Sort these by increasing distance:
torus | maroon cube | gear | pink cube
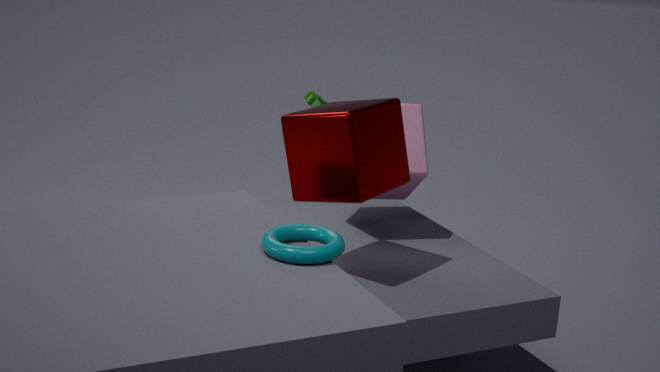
torus, maroon cube, pink cube, gear
